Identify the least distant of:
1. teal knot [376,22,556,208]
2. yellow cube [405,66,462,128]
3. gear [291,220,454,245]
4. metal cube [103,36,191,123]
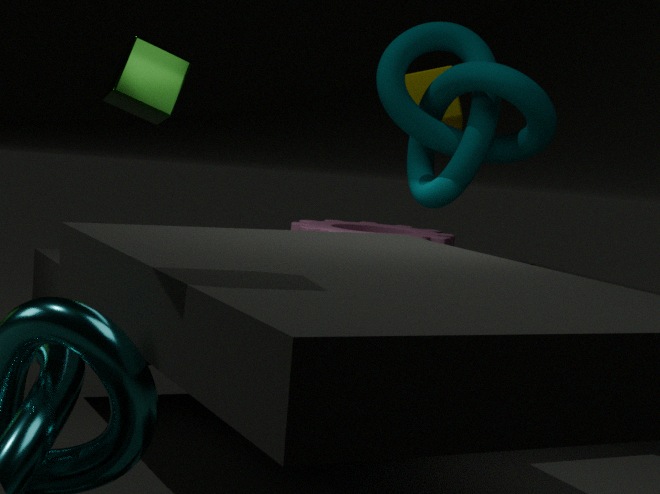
teal knot [376,22,556,208]
